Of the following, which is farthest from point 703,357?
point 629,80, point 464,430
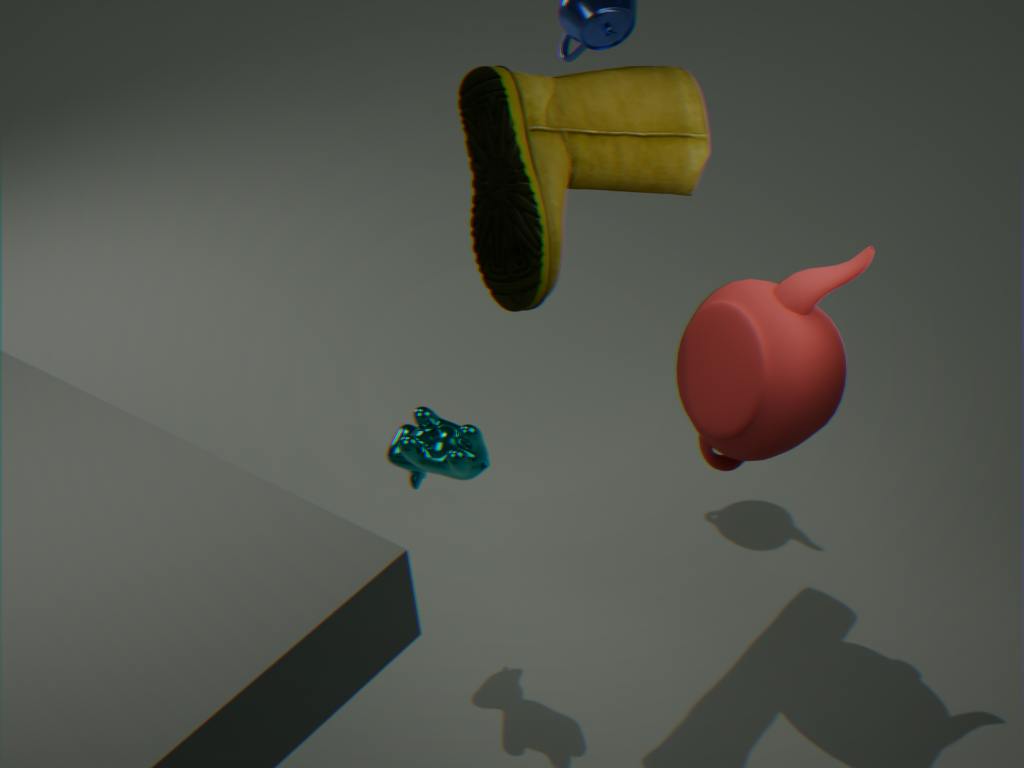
point 464,430
